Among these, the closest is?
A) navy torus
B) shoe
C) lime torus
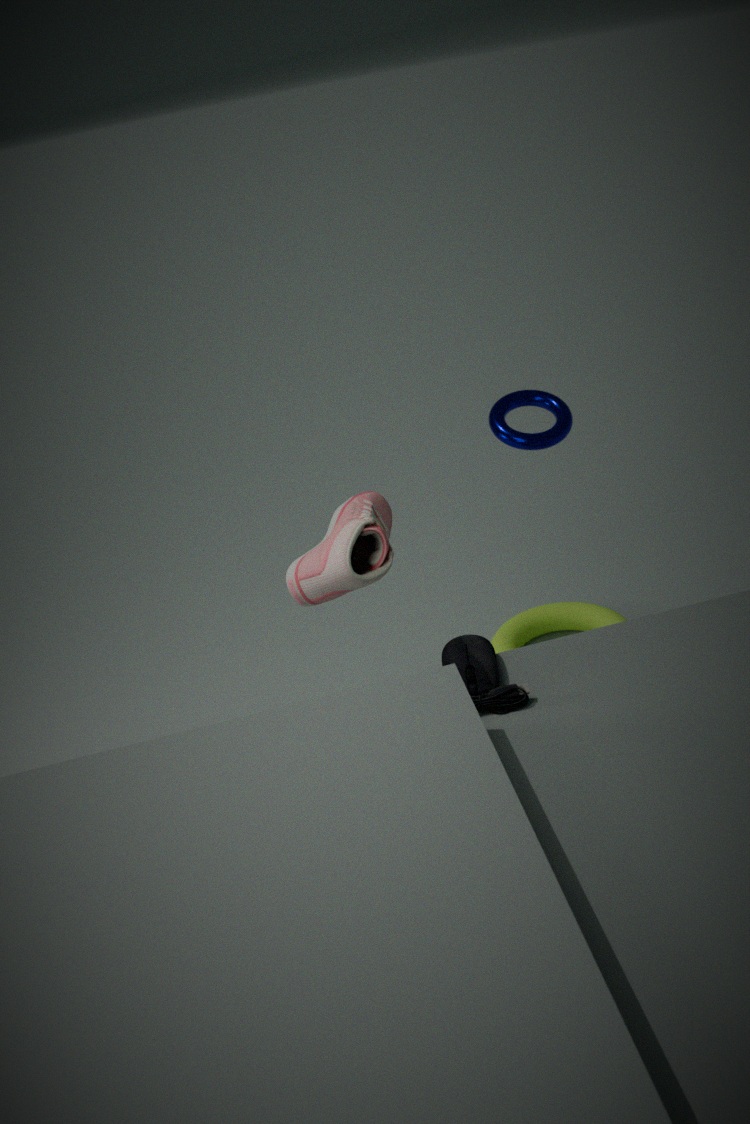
shoe
